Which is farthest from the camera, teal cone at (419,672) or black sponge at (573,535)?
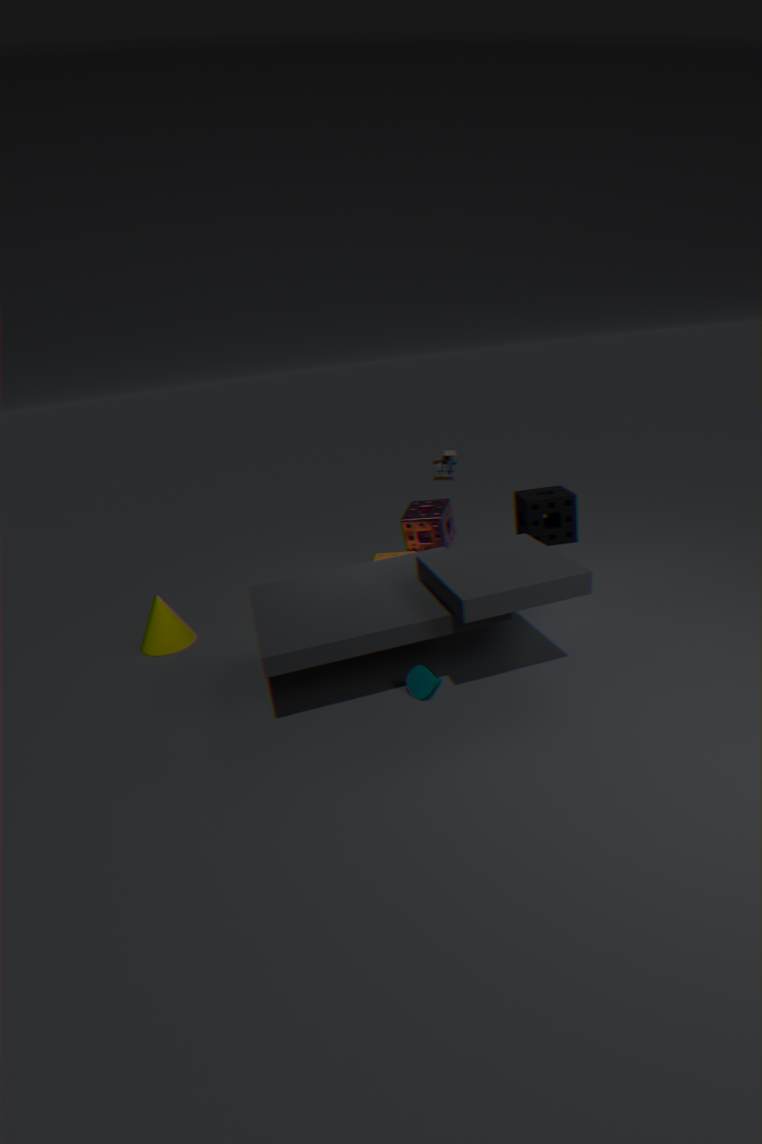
black sponge at (573,535)
